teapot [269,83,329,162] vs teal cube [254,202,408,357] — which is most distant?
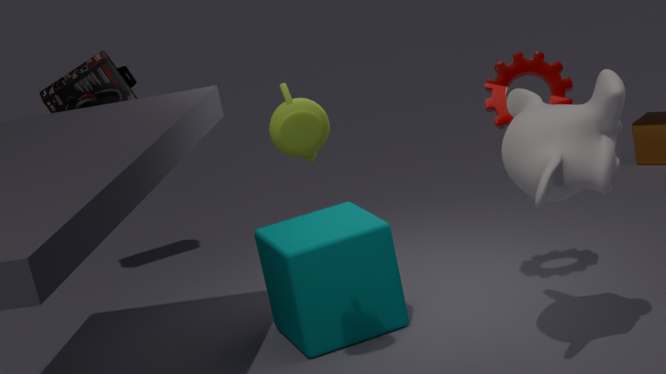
teal cube [254,202,408,357]
